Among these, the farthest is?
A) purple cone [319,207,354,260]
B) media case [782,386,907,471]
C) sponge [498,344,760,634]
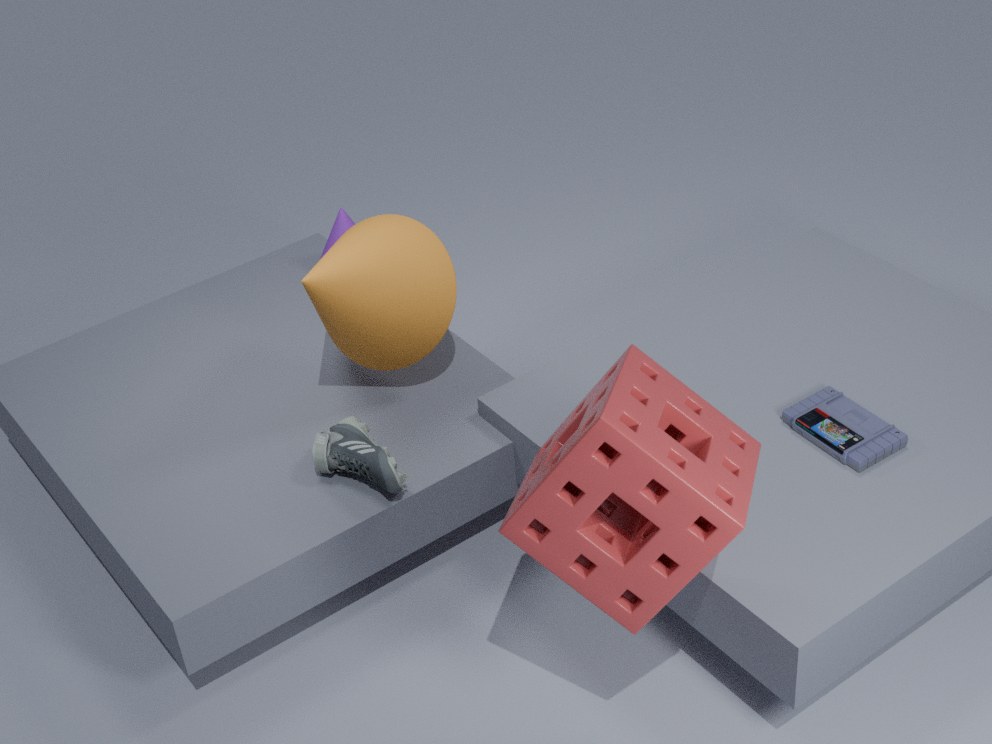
purple cone [319,207,354,260]
